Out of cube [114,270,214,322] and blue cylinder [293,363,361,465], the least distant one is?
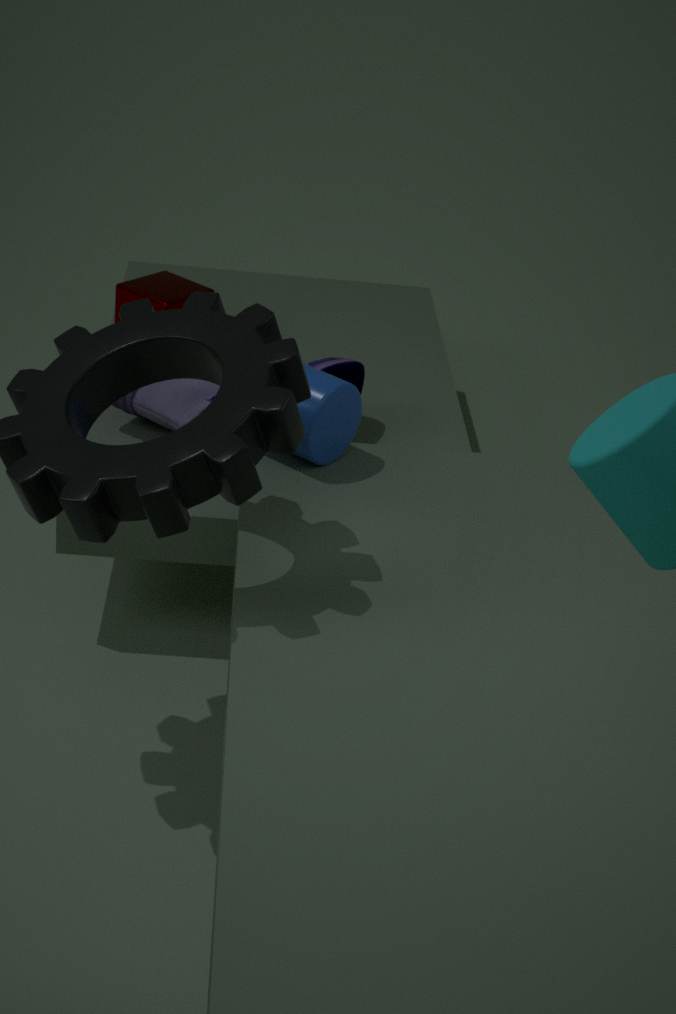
blue cylinder [293,363,361,465]
